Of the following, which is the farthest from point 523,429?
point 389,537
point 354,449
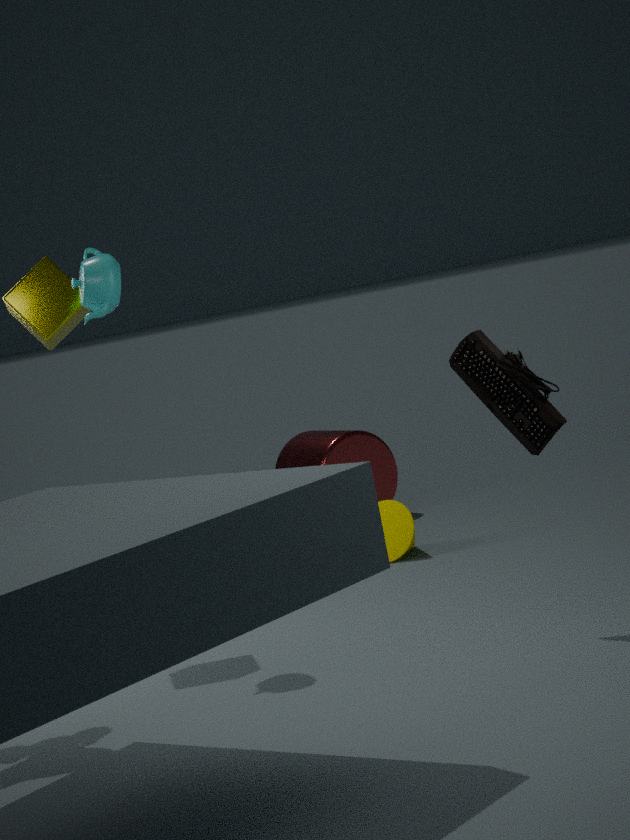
point 354,449
